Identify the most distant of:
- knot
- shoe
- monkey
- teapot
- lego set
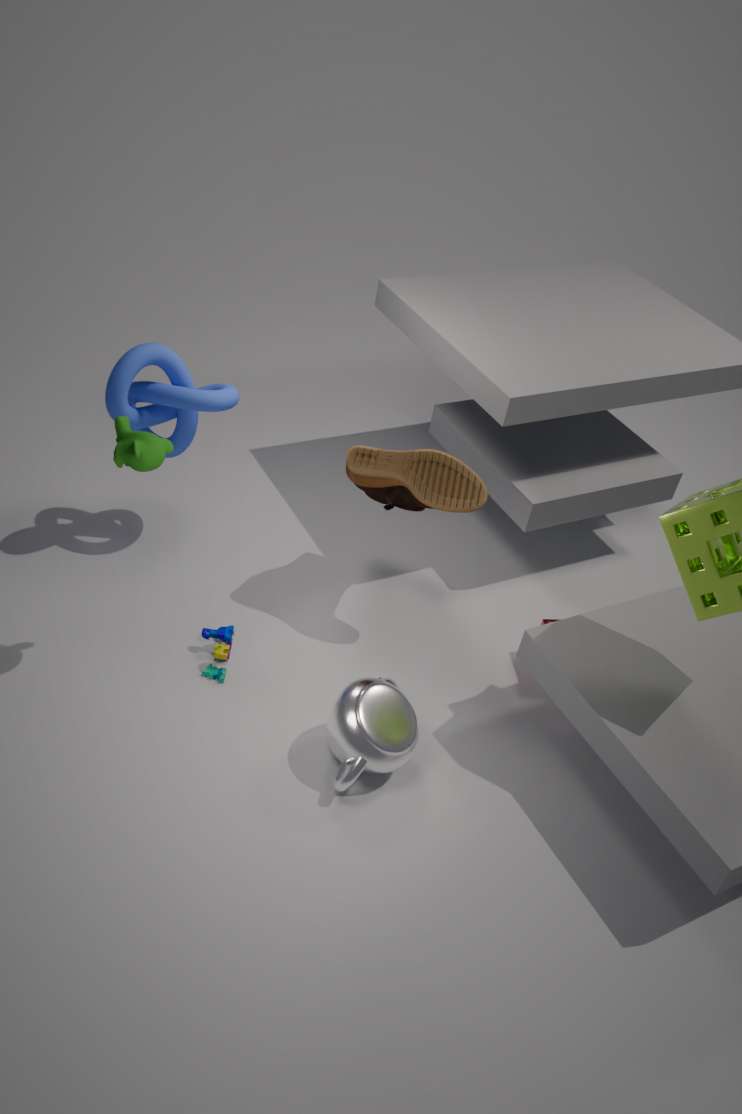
knot
